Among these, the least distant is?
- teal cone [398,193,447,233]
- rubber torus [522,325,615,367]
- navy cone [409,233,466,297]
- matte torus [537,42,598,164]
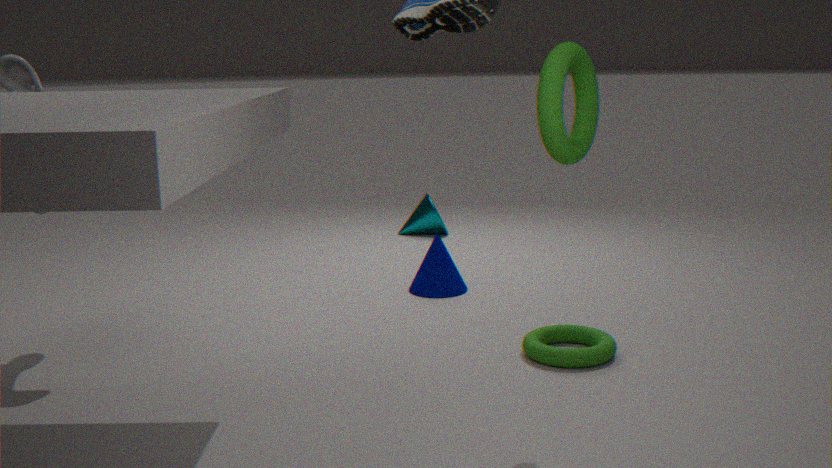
matte torus [537,42,598,164]
